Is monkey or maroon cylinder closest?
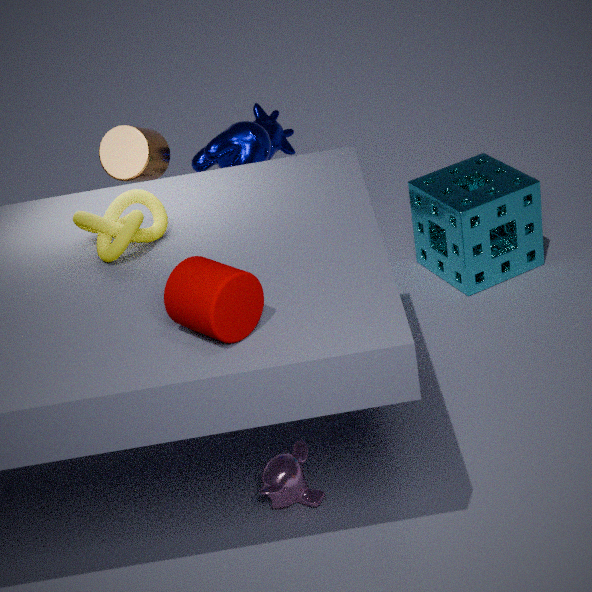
maroon cylinder
